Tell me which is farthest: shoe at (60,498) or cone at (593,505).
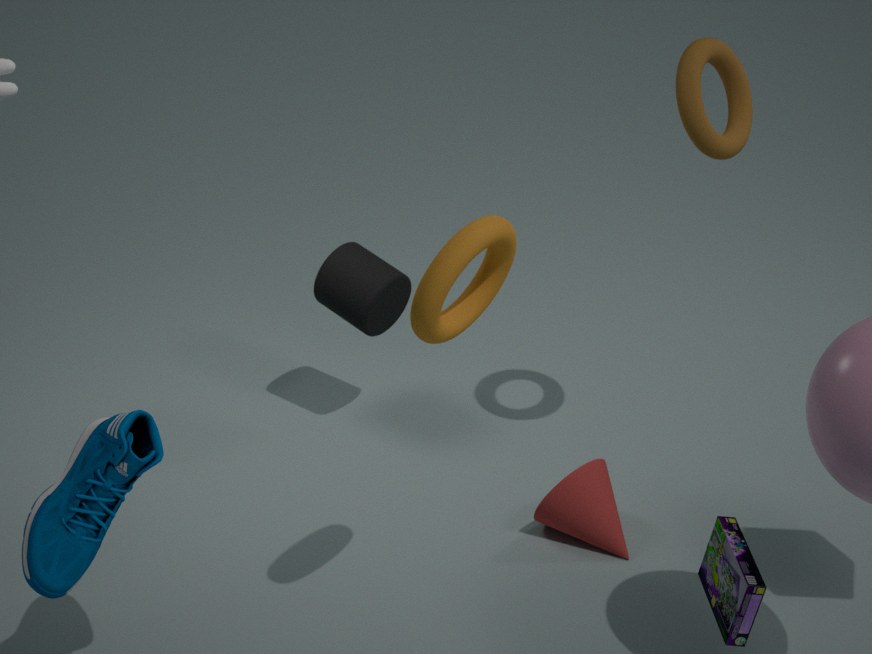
cone at (593,505)
